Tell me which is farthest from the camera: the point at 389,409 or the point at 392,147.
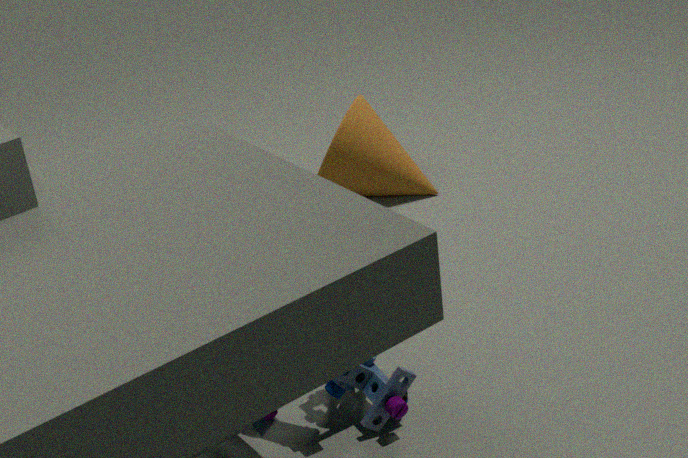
the point at 392,147
